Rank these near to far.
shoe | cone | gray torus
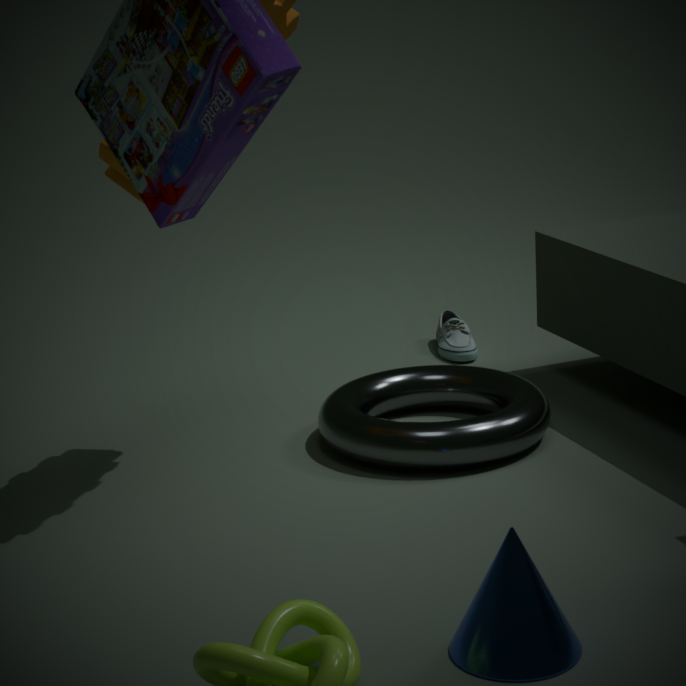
cone → gray torus → shoe
